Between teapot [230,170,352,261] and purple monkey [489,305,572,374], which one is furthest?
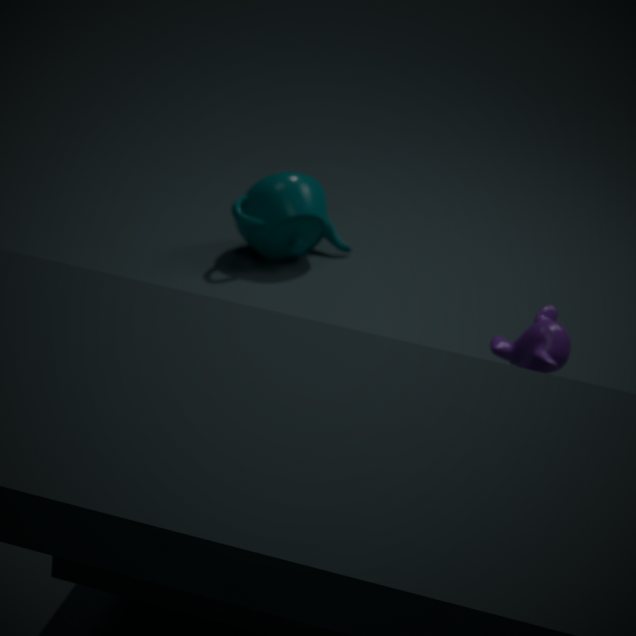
teapot [230,170,352,261]
